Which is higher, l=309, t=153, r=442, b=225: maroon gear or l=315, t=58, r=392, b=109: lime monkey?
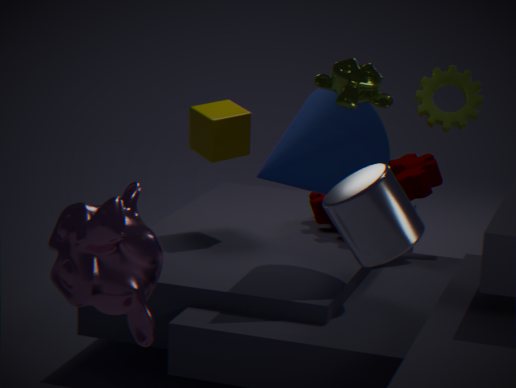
l=315, t=58, r=392, b=109: lime monkey
